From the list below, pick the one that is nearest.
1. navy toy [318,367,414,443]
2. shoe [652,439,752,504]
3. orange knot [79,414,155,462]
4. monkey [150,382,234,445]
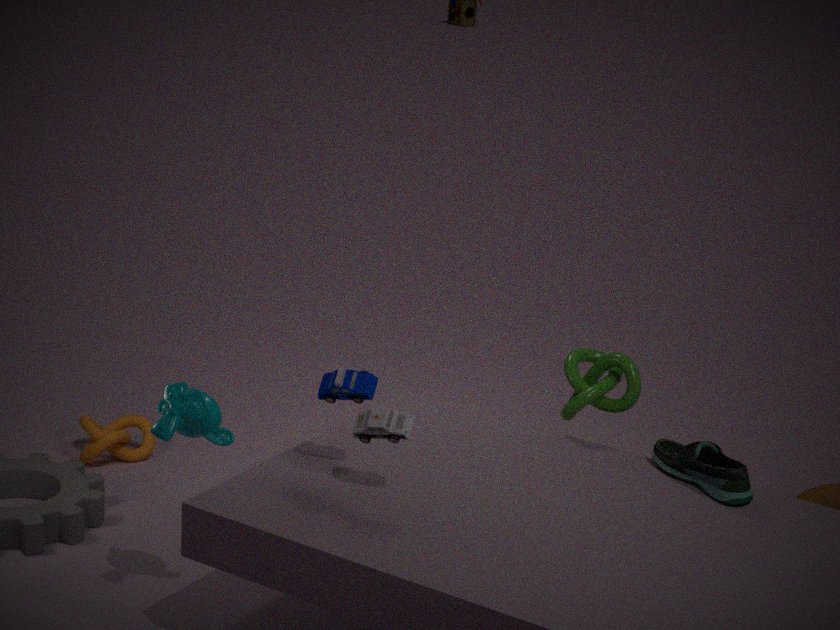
navy toy [318,367,414,443]
